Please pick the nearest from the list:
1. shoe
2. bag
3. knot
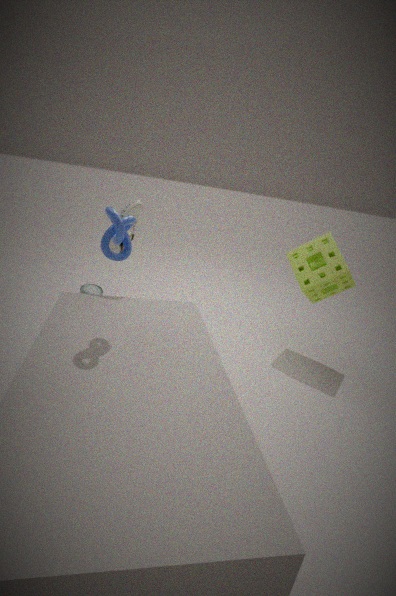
knot
